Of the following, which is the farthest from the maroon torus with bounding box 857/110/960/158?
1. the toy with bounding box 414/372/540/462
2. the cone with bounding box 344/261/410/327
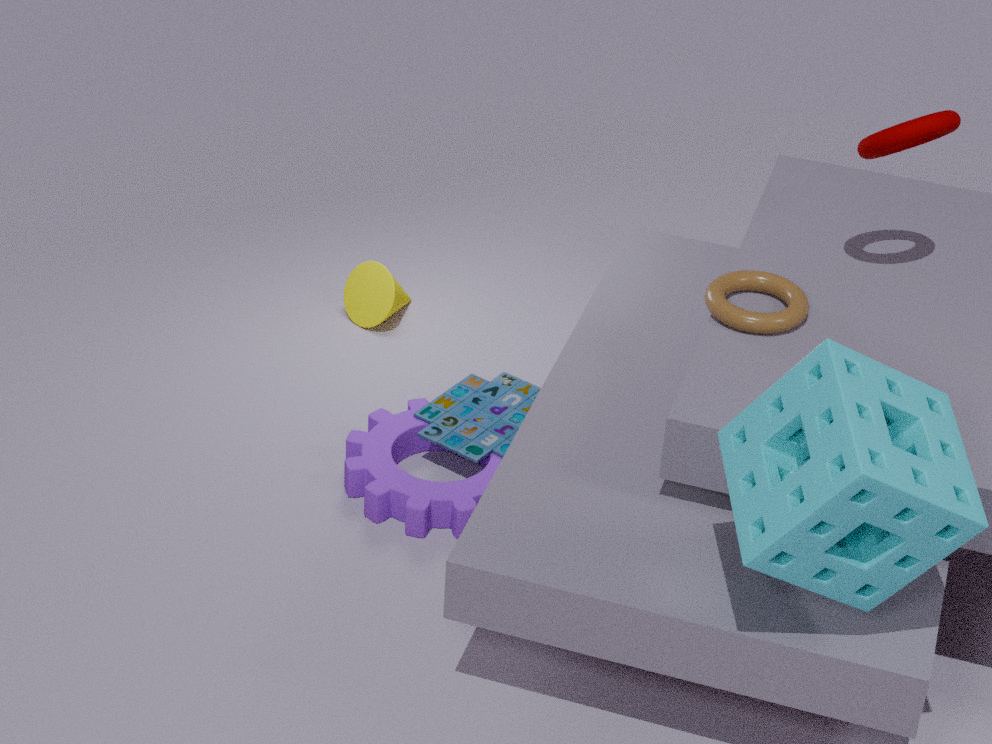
the cone with bounding box 344/261/410/327
